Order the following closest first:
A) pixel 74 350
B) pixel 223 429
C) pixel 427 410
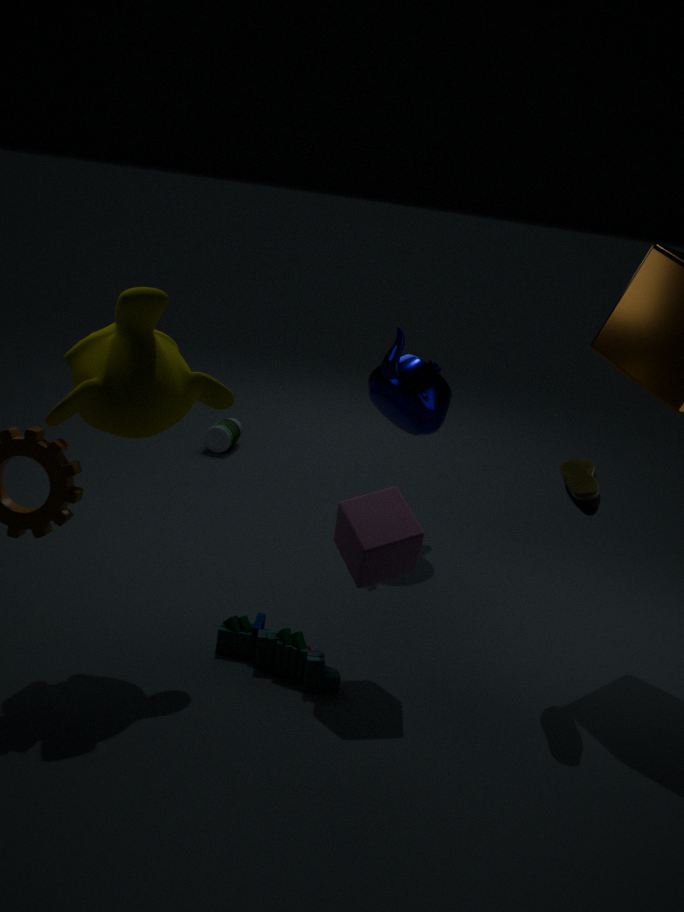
pixel 74 350
pixel 427 410
pixel 223 429
